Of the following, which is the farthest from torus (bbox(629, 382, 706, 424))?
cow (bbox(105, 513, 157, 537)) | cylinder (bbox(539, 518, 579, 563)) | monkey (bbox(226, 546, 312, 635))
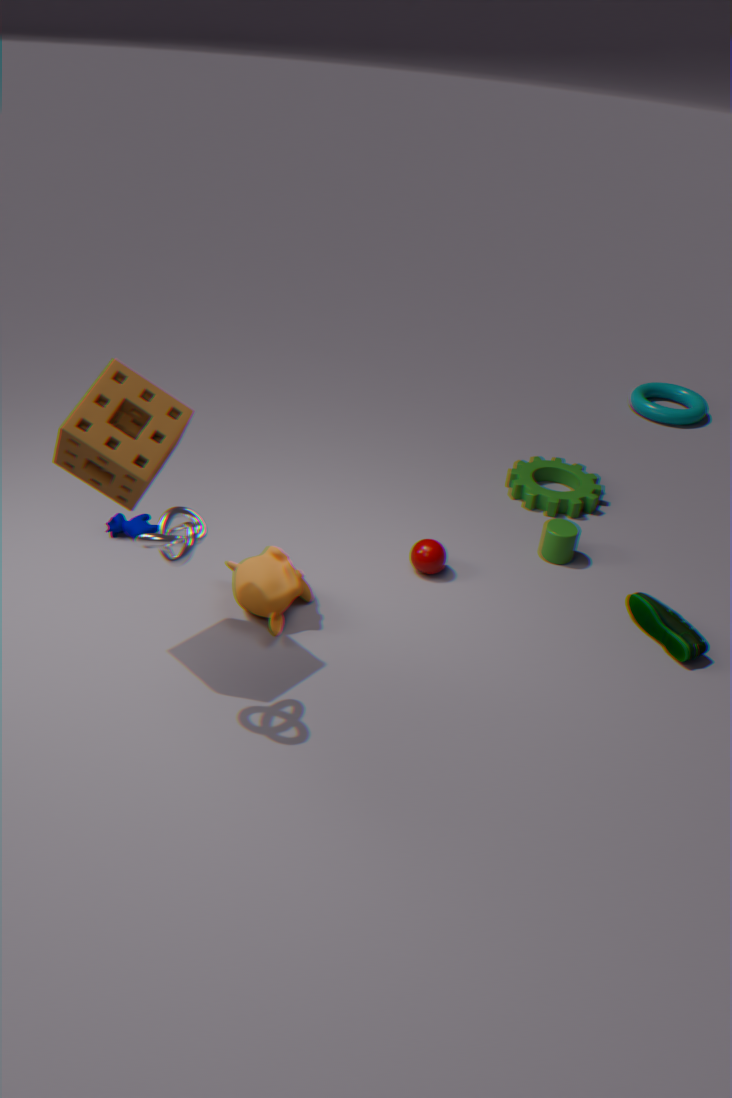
cow (bbox(105, 513, 157, 537))
